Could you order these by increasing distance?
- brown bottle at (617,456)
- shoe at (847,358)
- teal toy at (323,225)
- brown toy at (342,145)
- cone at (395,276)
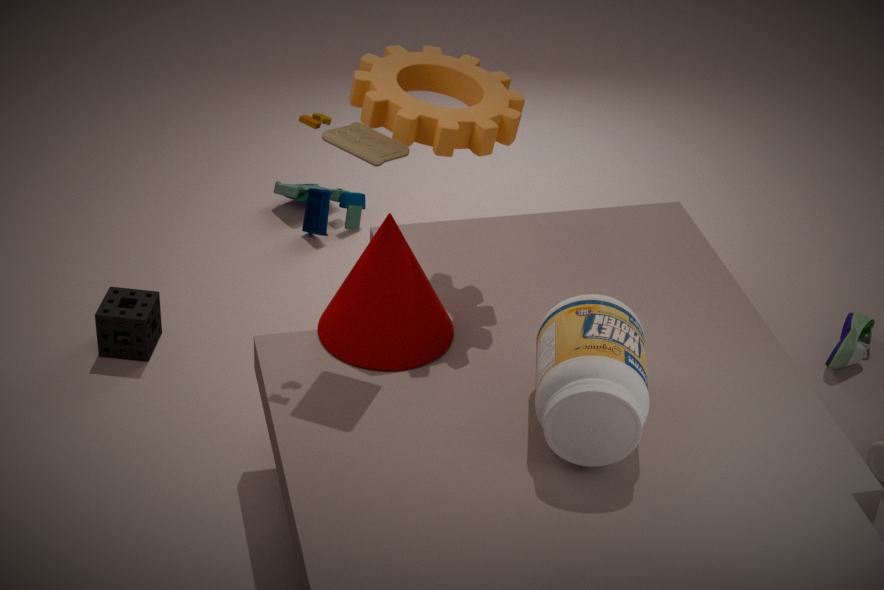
brown bottle at (617,456)
brown toy at (342,145)
cone at (395,276)
shoe at (847,358)
teal toy at (323,225)
